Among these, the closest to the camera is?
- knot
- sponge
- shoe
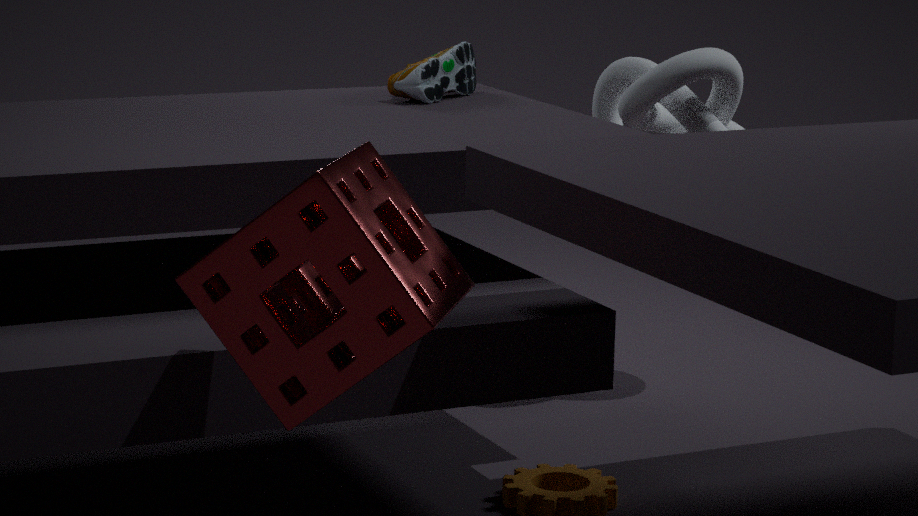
sponge
